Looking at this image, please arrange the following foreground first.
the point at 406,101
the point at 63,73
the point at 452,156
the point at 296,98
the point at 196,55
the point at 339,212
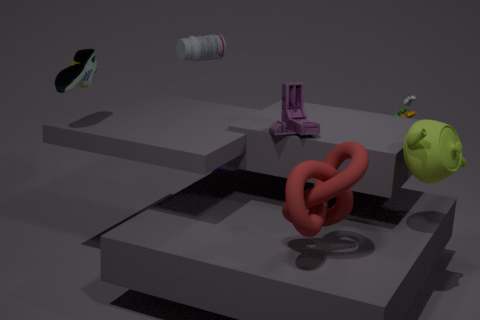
the point at 339,212
the point at 452,156
the point at 63,73
the point at 296,98
the point at 406,101
the point at 196,55
